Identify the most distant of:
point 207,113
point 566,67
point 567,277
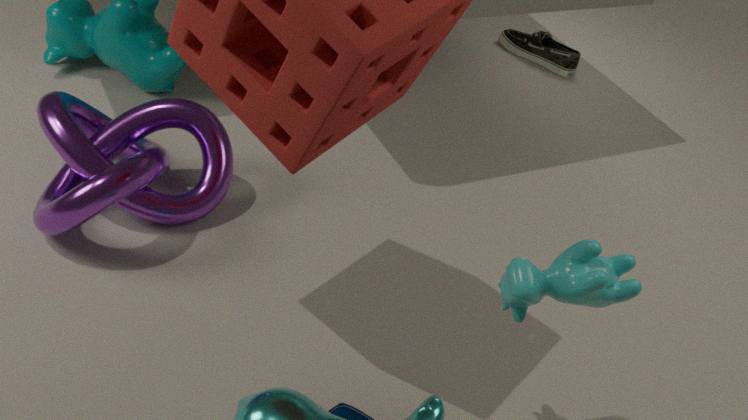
point 566,67
